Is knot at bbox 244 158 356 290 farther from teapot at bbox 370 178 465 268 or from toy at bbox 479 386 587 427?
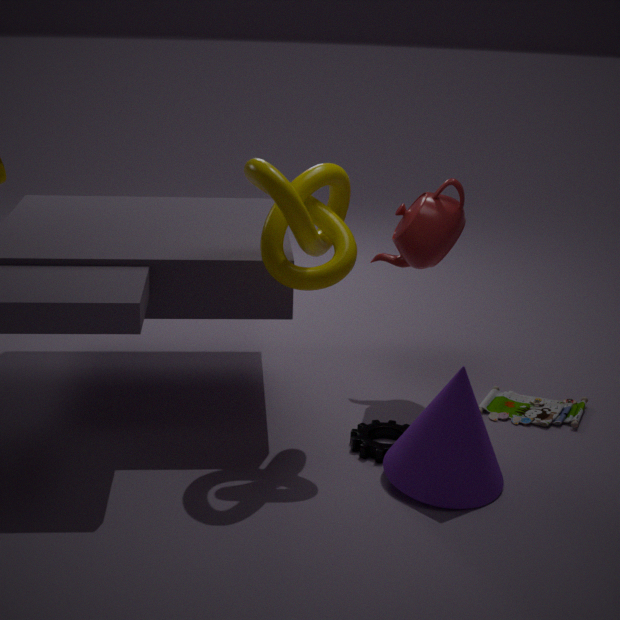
toy at bbox 479 386 587 427
